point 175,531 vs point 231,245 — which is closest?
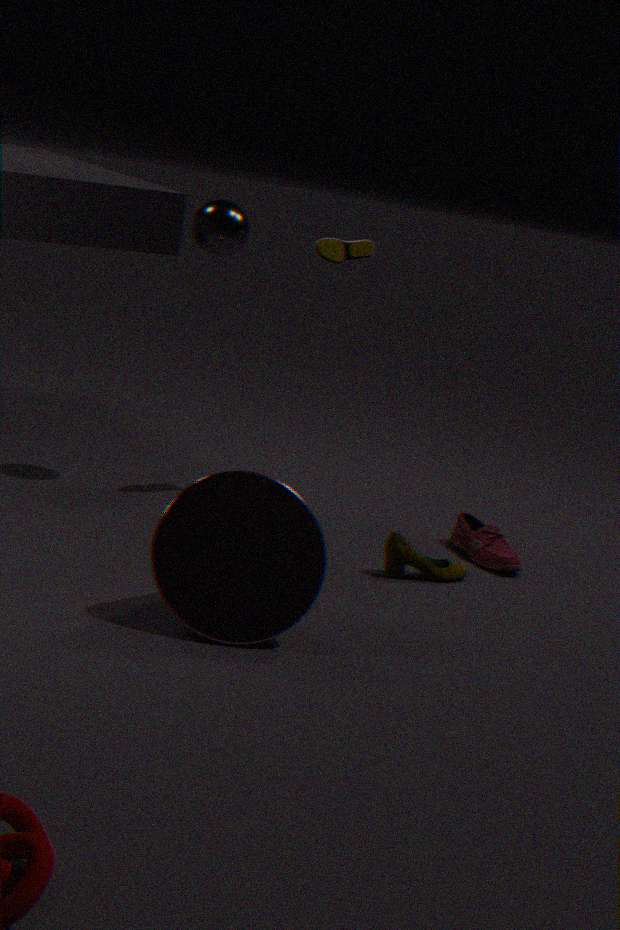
point 175,531
